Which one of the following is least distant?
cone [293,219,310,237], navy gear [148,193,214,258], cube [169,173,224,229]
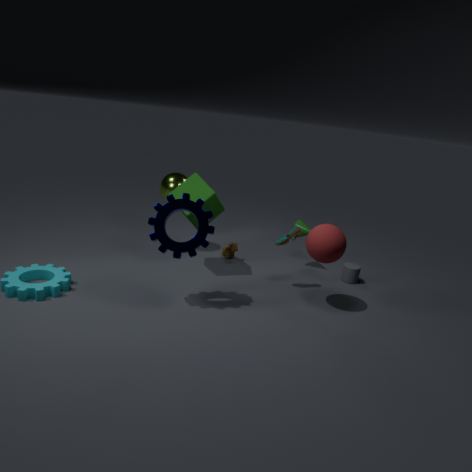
navy gear [148,193,214,258]
